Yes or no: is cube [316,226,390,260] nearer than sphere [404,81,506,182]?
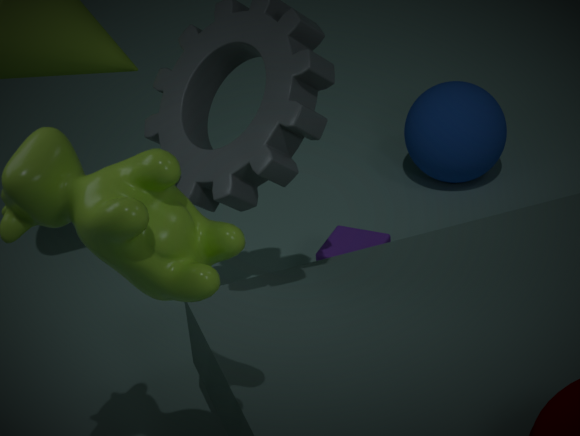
Yes
